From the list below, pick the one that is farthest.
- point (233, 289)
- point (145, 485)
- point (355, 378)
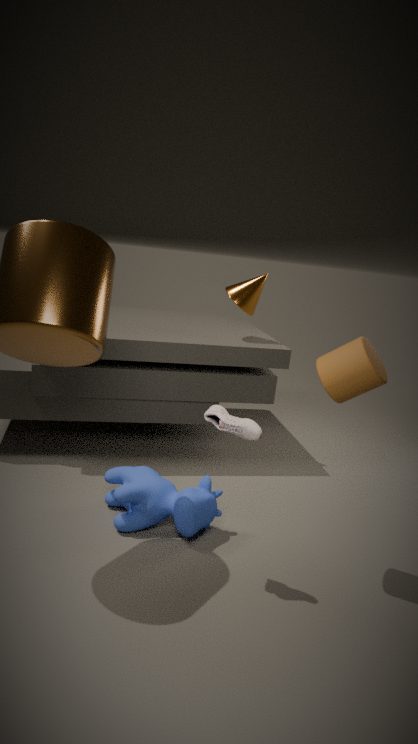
point (233, 289)
